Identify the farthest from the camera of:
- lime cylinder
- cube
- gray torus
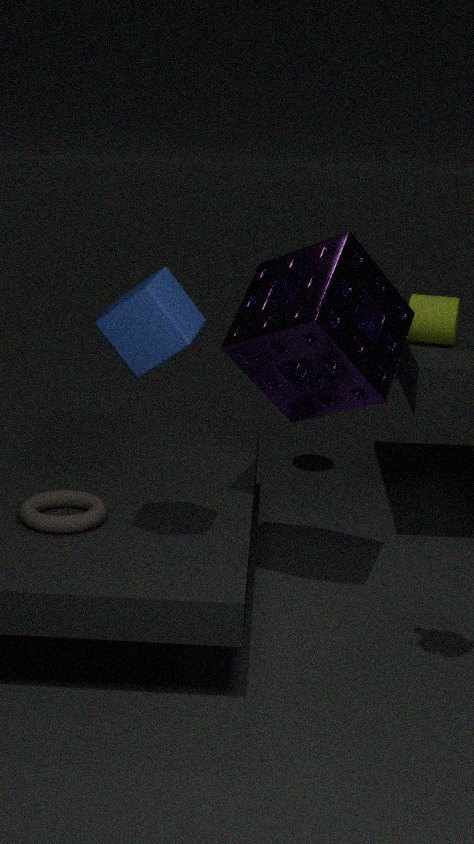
lime cylinder
